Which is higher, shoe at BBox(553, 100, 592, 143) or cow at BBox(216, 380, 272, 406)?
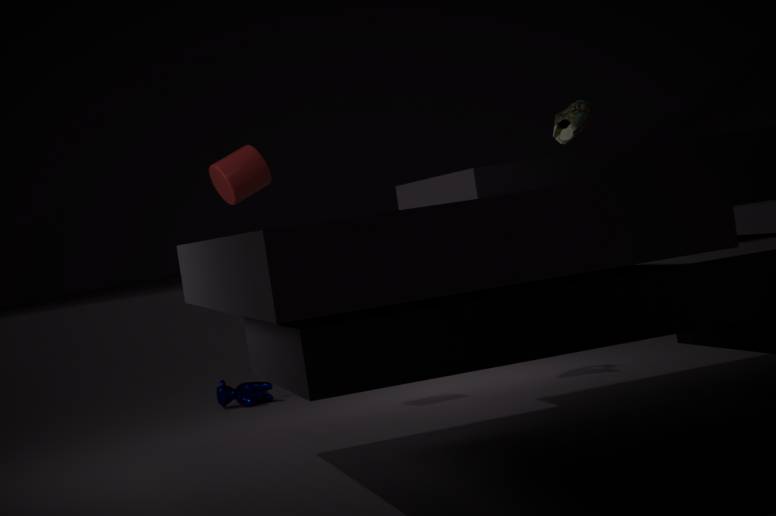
shoe at BBox(553, 100, 592, 143)
